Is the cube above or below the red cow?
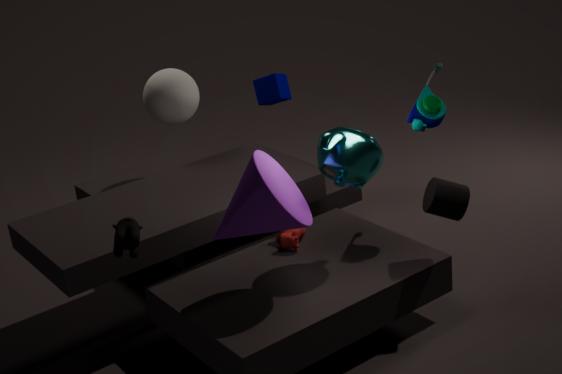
above
